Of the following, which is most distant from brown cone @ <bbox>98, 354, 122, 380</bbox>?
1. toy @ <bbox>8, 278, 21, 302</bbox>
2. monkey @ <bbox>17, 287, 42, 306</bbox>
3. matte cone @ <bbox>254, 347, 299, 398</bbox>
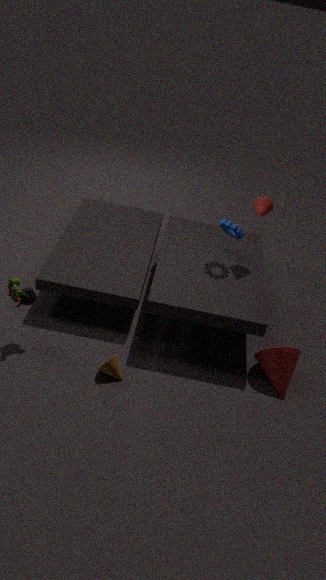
matte cone @ <bbox>254, 347, 299, 398</bbox>
